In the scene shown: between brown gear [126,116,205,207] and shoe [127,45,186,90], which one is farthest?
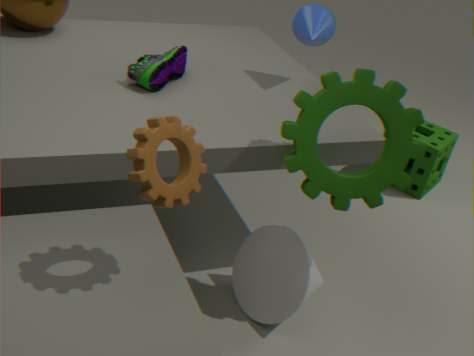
shoe [127,45,186,90]
